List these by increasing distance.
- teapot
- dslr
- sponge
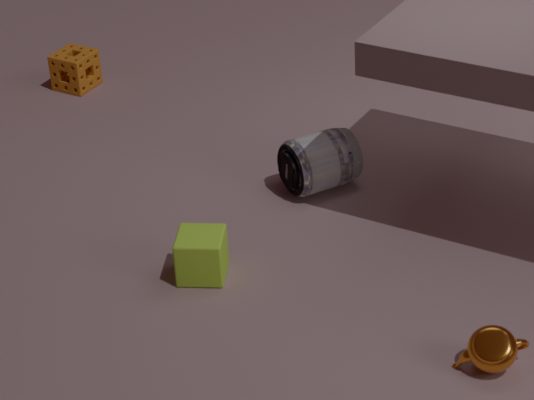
teapot → dslr → sponge
